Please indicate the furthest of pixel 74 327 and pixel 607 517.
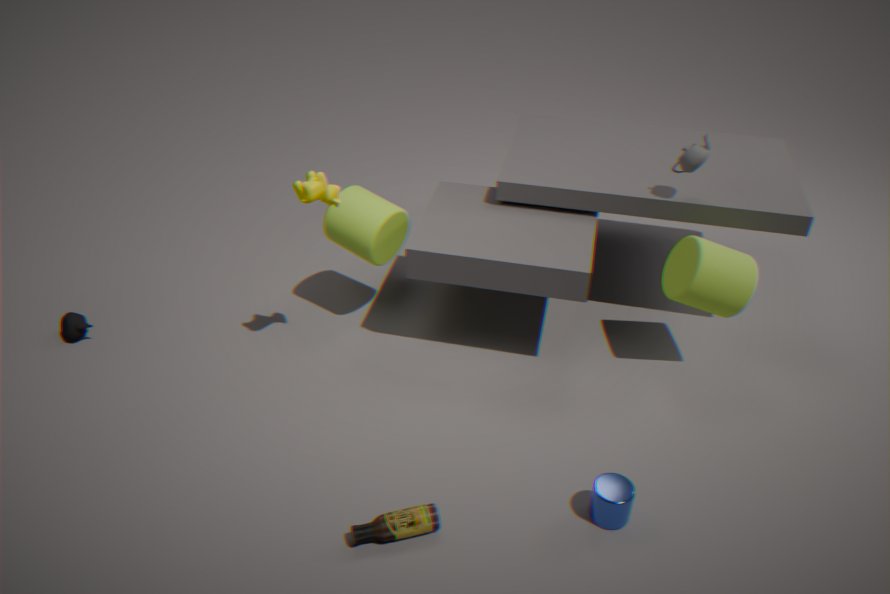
pixel 74 327
